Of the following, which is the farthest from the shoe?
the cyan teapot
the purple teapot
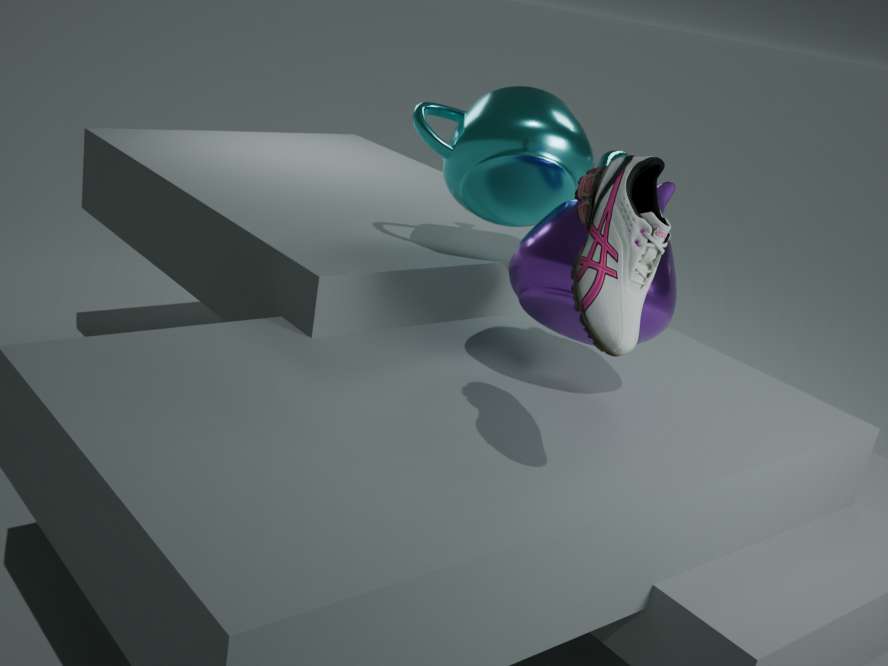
the cyan teapot
